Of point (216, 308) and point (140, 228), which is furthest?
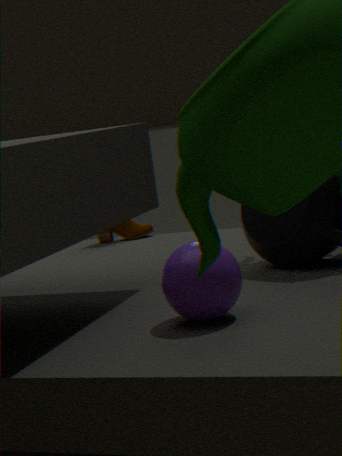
point (140, 228)
